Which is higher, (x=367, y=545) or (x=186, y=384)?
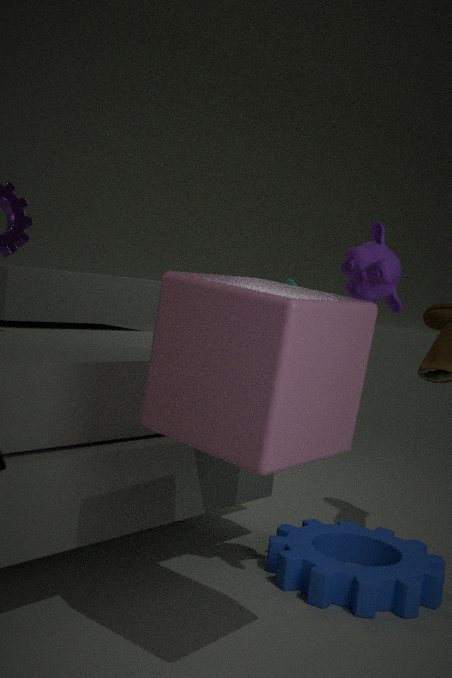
(x=186, y=384)
